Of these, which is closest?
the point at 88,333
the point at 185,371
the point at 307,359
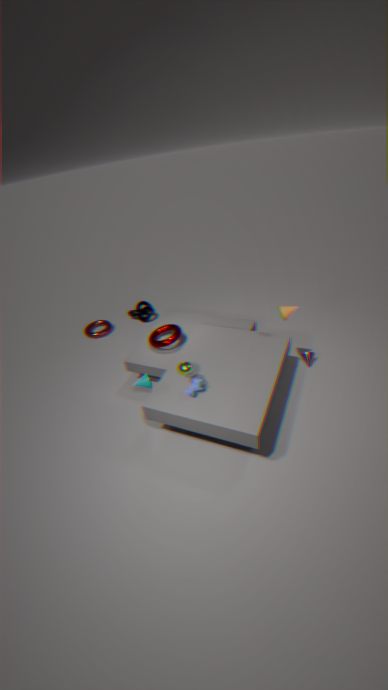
the point at 185,371
